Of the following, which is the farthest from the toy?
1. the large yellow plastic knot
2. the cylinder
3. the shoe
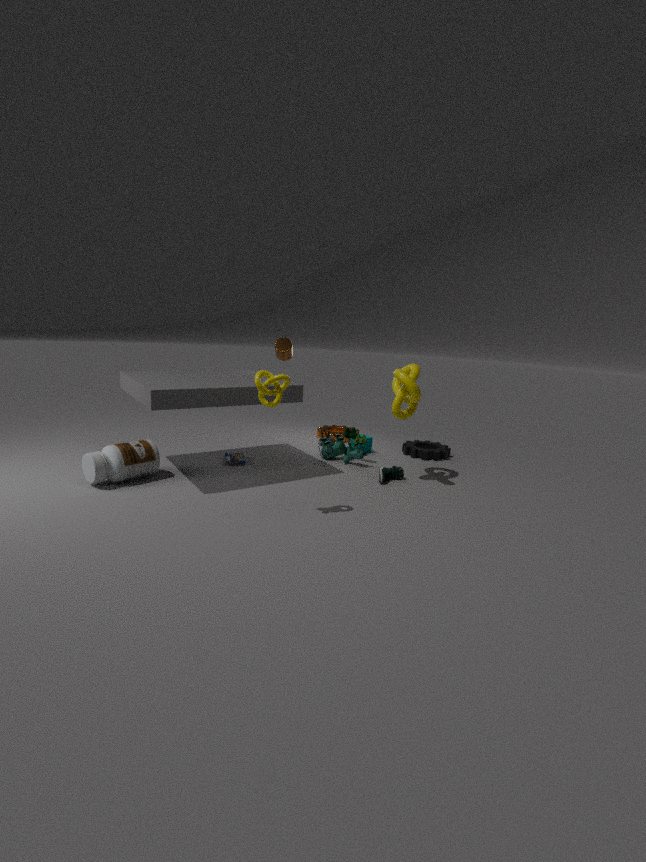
the cylinder
